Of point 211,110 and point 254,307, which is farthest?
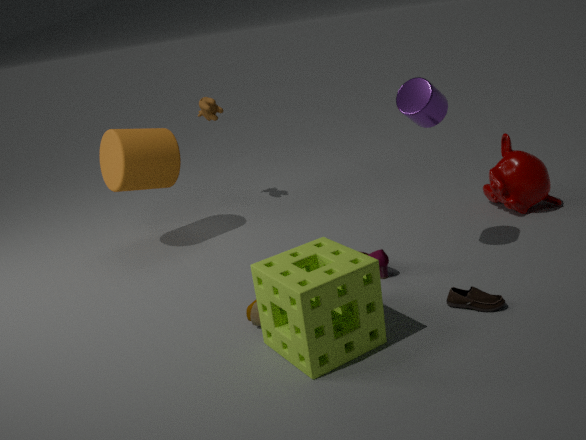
point 211,110
